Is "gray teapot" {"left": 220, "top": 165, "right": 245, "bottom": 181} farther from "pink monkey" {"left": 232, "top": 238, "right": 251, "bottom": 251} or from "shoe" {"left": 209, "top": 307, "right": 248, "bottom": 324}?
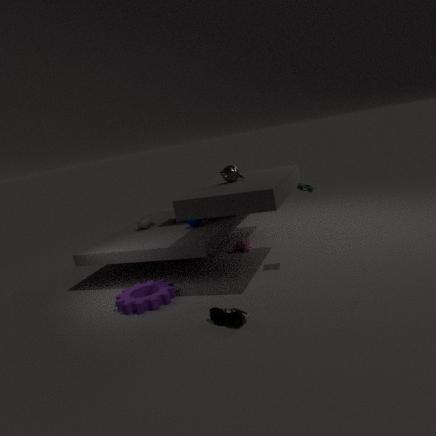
"shoe" {"left": 209, "top": 307, "right": 248, "bottom": 324}
